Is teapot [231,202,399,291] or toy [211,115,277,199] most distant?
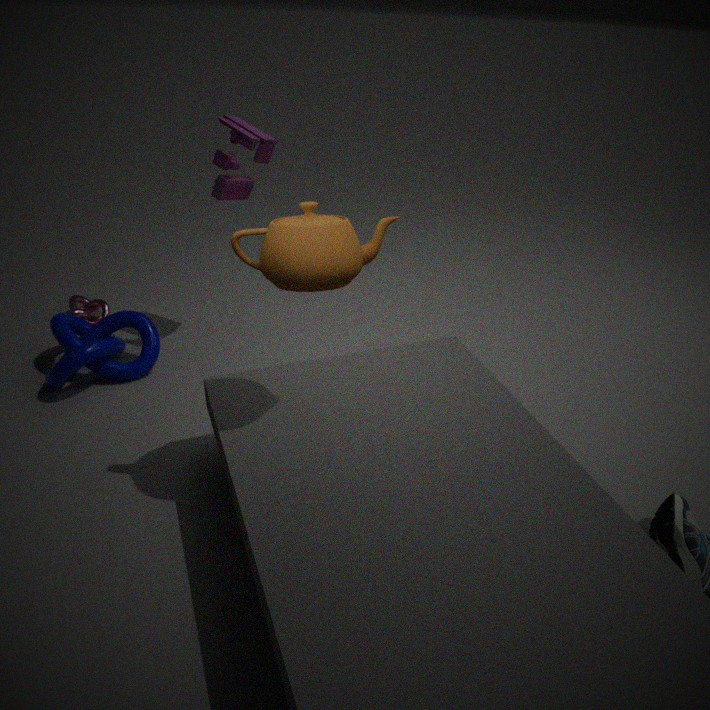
toy [211,115,277,199]
